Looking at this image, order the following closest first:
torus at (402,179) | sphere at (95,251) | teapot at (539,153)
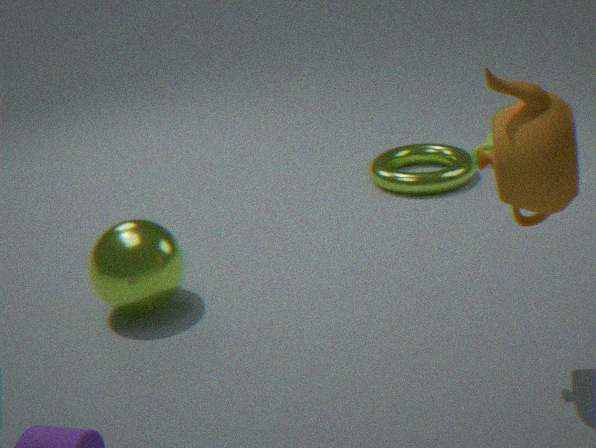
teapot at (539,153), sphere at (95,251), torus at (402,179)
